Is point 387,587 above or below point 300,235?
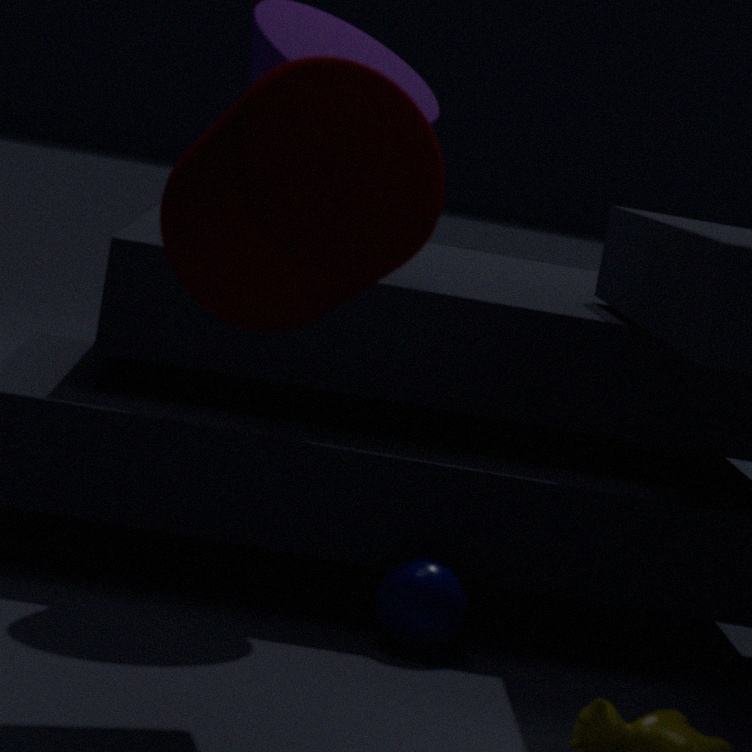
below
